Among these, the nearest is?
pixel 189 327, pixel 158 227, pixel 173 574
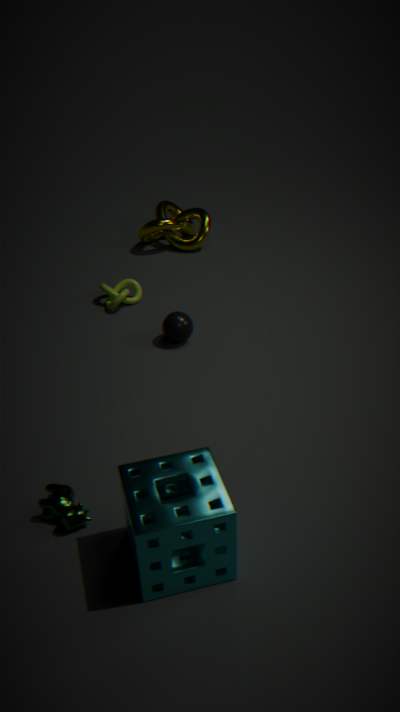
pixel 173 574
